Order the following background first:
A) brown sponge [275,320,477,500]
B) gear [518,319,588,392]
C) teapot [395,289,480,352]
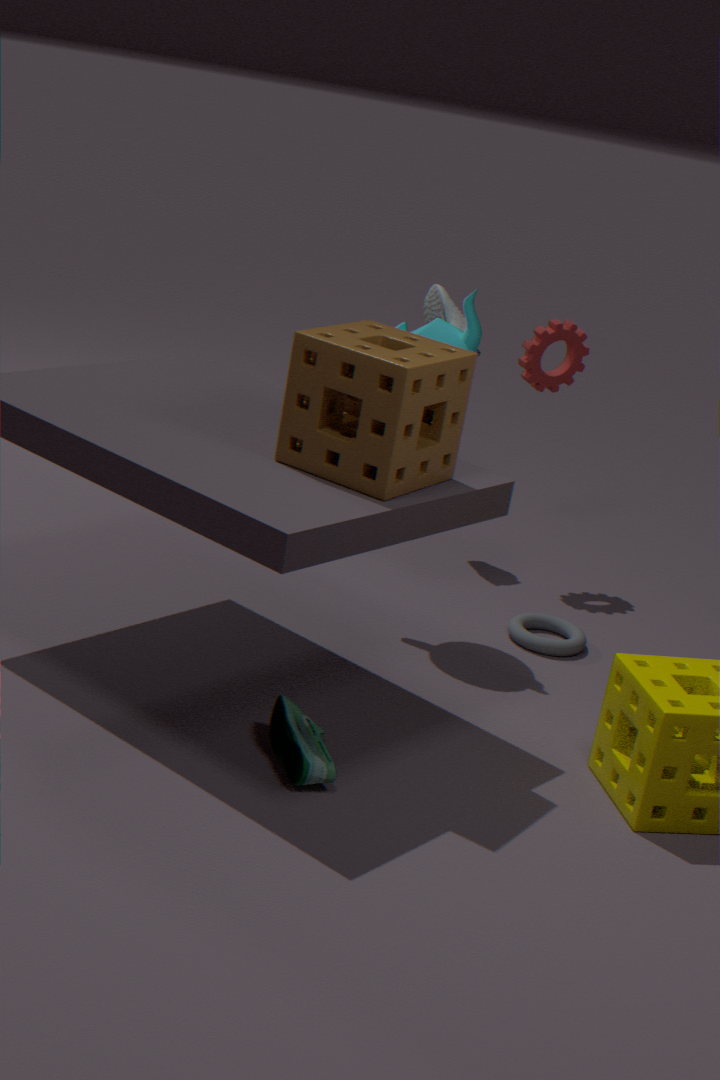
gear [518,319,588,392], teapot [395,289,480,352], brown sponge [275,320,477,500]
